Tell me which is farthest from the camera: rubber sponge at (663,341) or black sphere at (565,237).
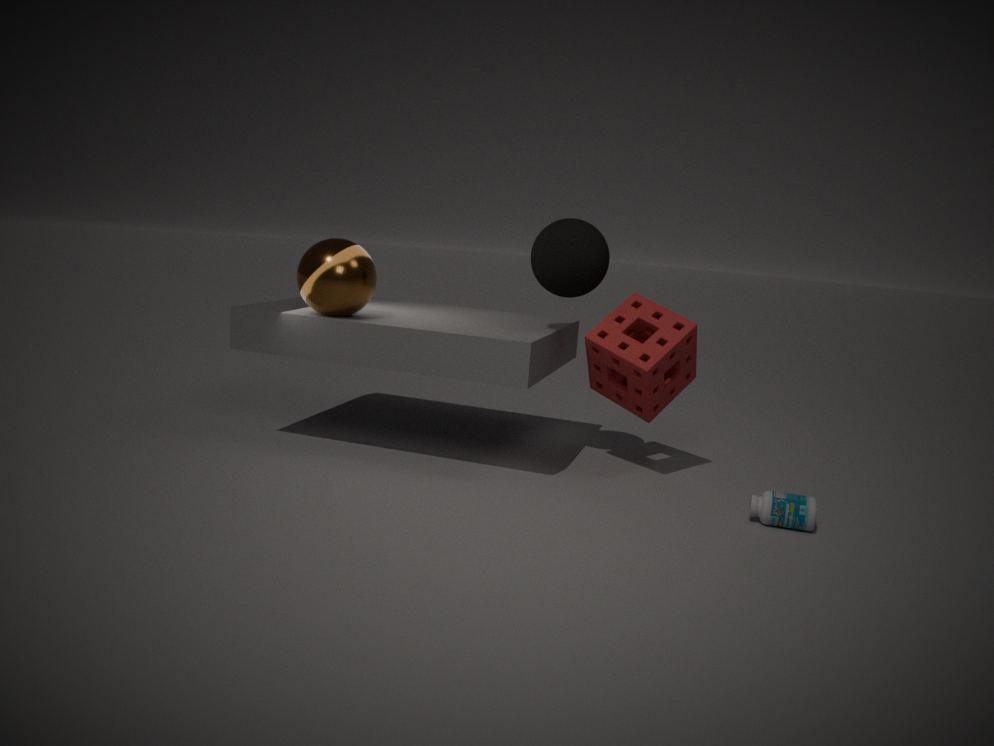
rubber sponge at (663,341)
